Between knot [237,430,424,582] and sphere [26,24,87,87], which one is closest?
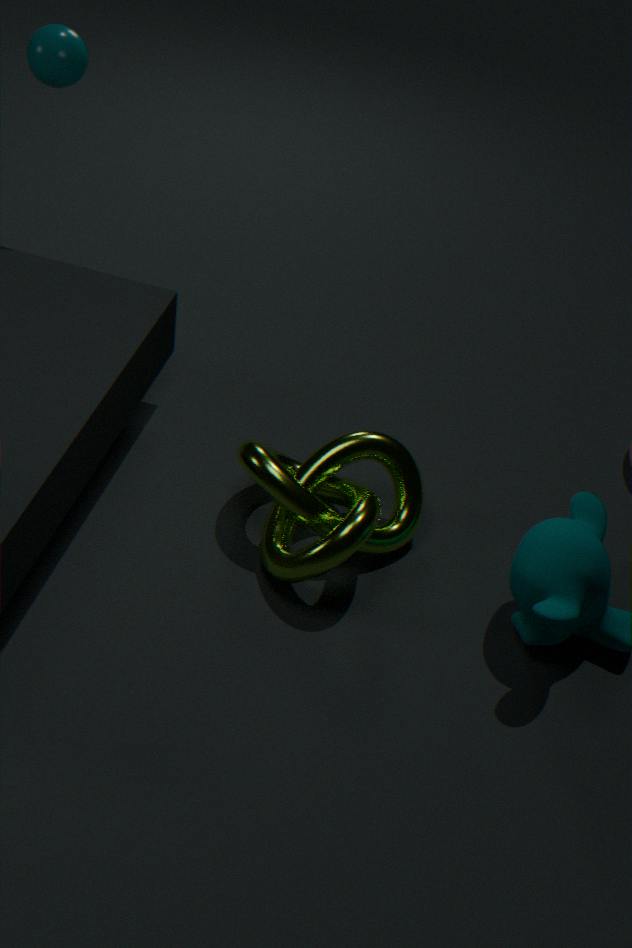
knot [237,430,424,582]
